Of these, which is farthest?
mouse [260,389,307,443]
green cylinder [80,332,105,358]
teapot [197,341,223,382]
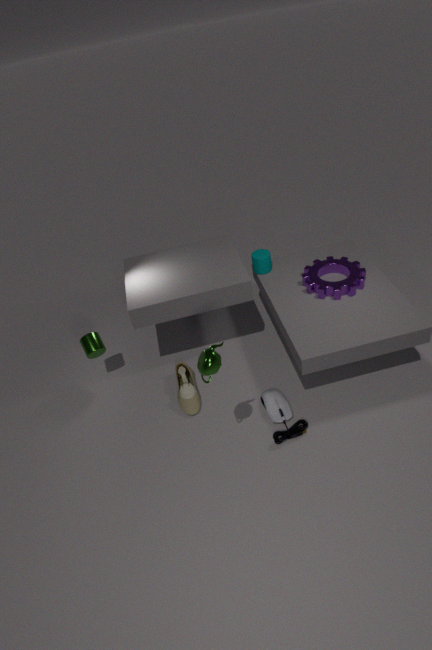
green cylinder [80,332,105,358]
